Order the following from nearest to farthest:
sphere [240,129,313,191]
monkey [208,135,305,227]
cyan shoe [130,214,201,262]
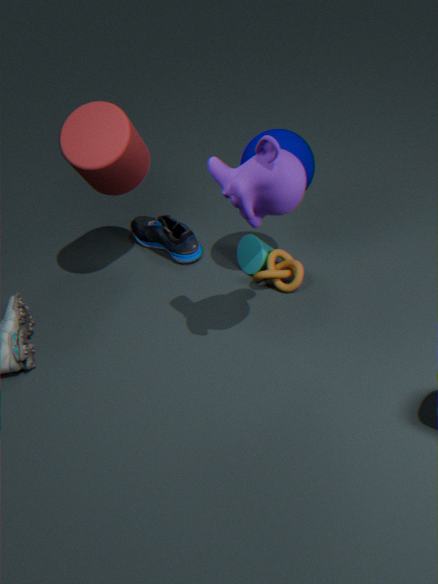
1. monkey [208,135,305,227]
2. sphere [240,129,313,191]
3. cyan shoe [130,214,201,262]
